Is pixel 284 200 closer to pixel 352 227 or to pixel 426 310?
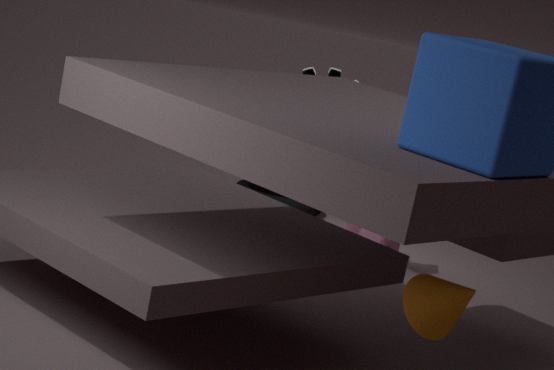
pixel 352 227
